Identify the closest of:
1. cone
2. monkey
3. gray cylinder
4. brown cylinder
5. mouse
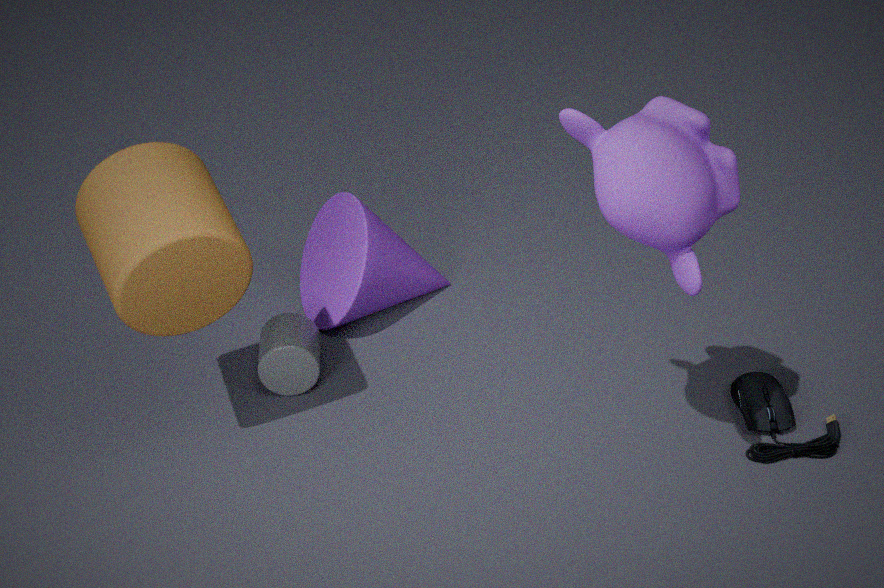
monkey
